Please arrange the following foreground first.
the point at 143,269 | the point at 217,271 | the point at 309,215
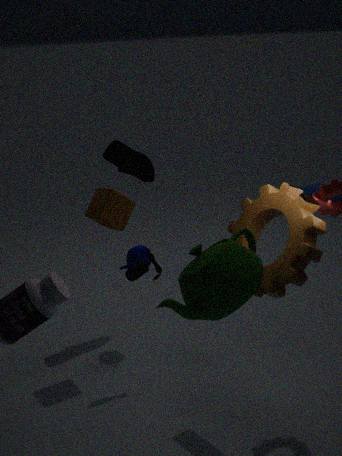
the point at 217,271, the point at 309,215, the point at 143,269
